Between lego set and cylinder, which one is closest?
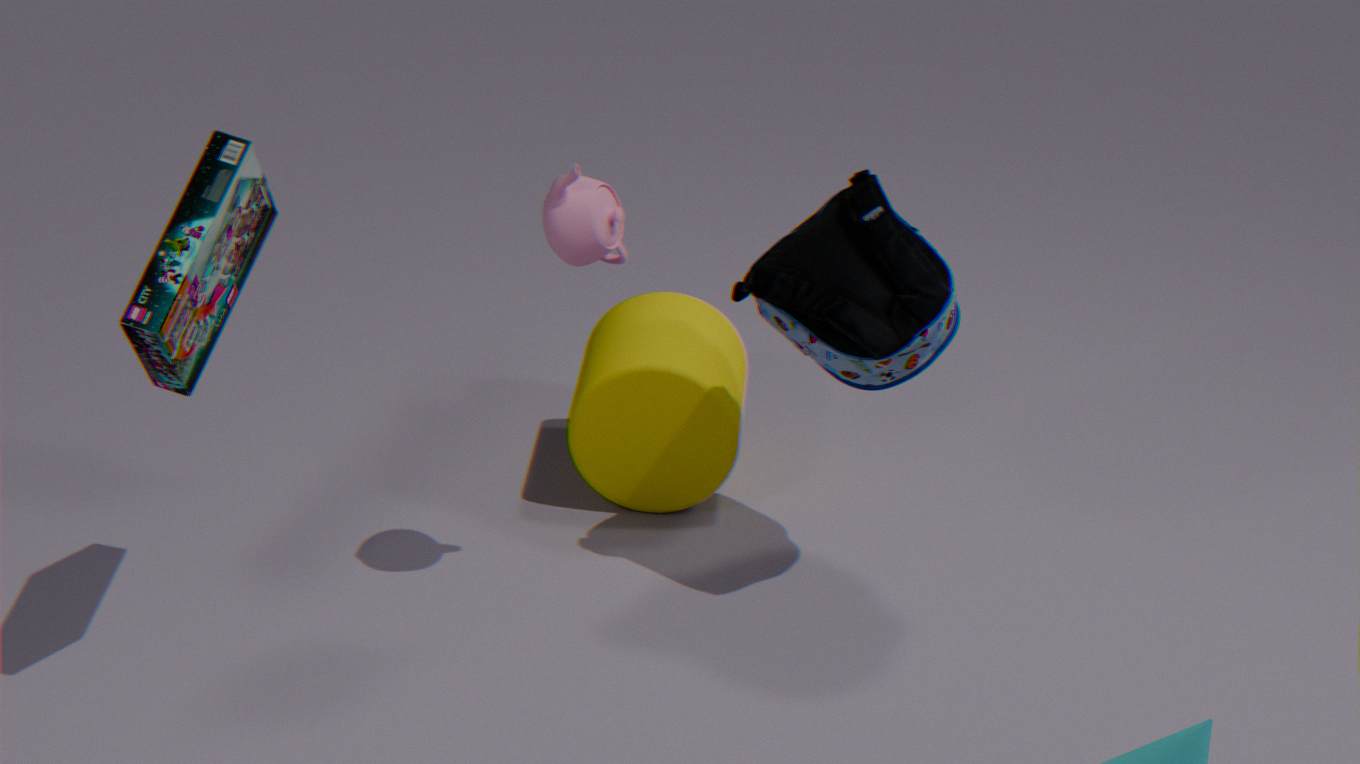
lego set
